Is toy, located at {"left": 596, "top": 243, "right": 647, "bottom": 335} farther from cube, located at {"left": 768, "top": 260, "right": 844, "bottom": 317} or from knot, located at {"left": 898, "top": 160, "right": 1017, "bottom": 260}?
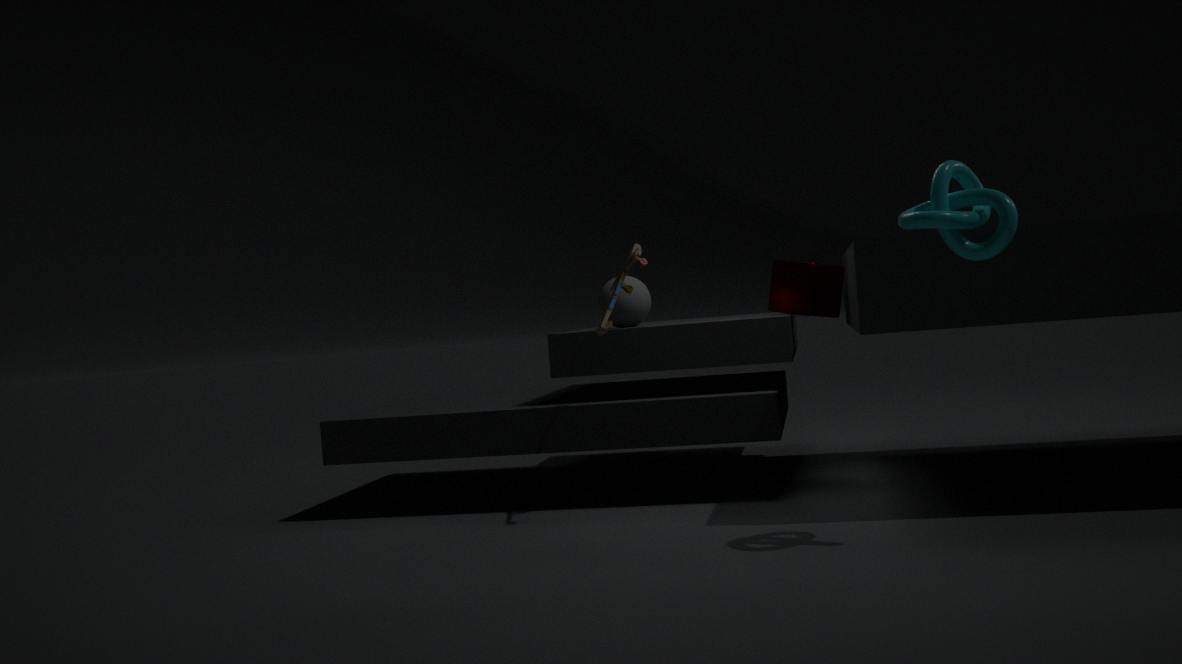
knot, located at {"left": 898, "top": 160, "right": 1017, "bottom": 260}
